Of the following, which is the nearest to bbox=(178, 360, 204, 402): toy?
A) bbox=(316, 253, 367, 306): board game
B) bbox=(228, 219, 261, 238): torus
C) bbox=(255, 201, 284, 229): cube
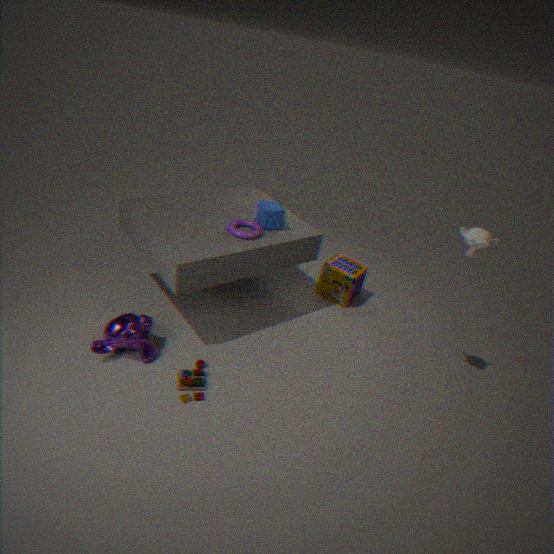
bbox=(228, 219, 261, 238): torus
